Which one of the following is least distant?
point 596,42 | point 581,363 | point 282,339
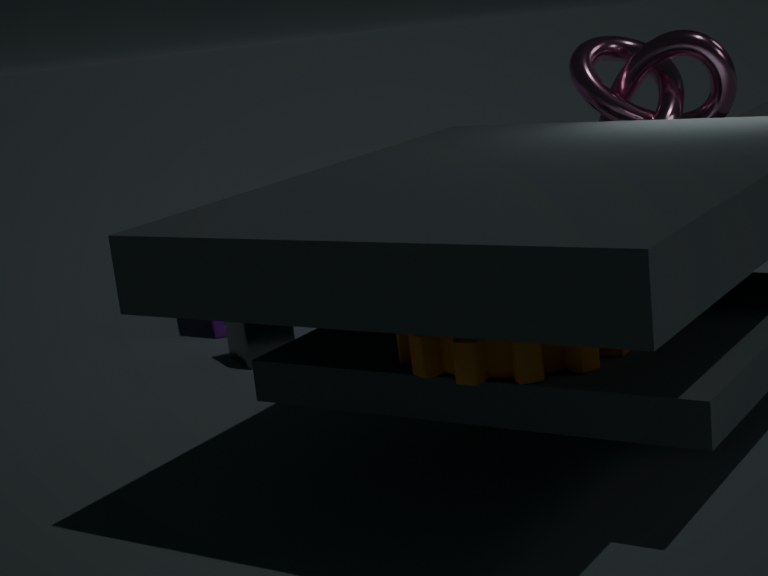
point 581,363
